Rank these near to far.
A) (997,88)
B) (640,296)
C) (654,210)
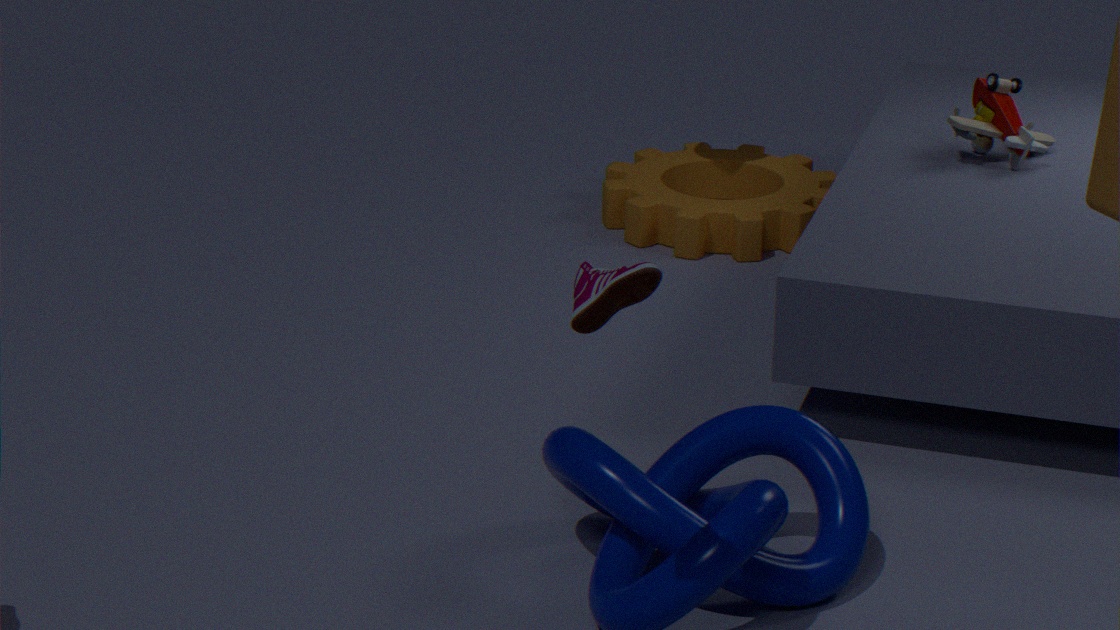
B. (640,296)
A. (997,88)
C. (654,210)
